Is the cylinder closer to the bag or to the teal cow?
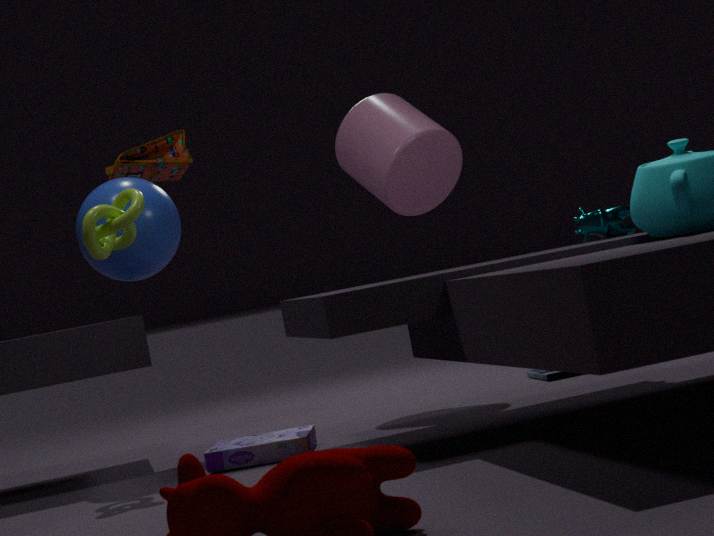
the bag
